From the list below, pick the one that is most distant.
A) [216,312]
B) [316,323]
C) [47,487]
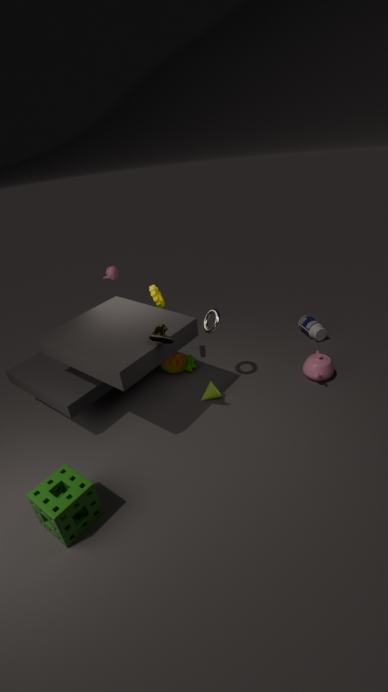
[316,323]
